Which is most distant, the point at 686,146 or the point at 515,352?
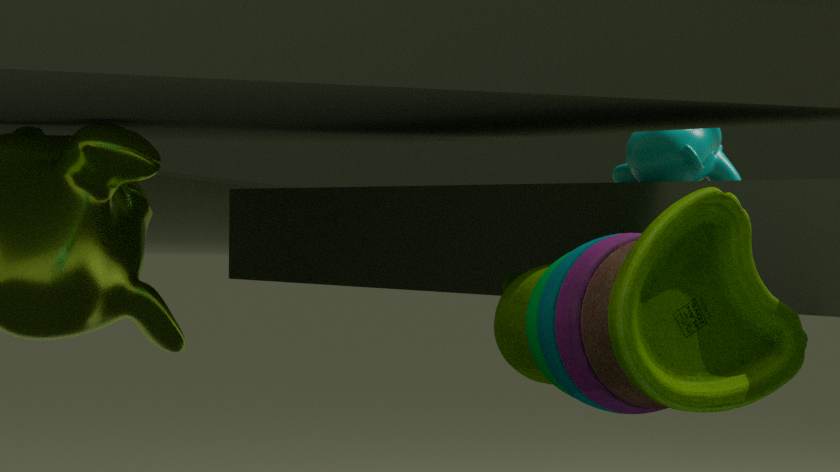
the point at 686,146
